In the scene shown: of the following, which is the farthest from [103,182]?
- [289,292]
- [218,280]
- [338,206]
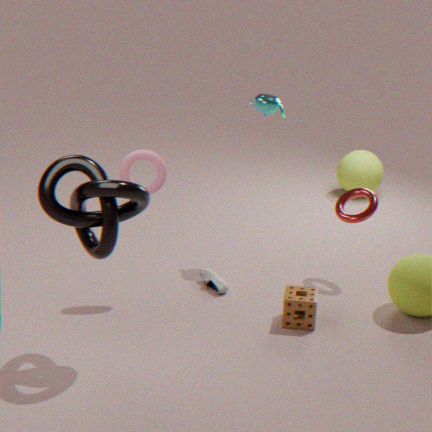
[338,206]
